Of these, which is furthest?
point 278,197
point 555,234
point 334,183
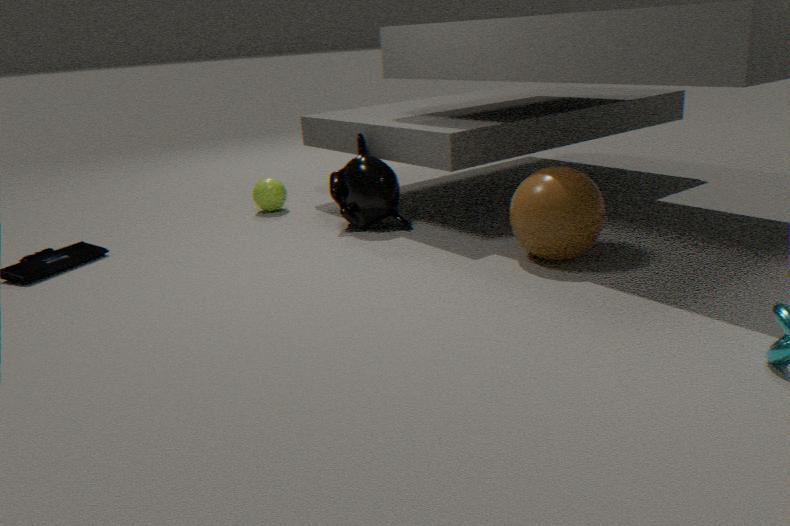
point 278,197
